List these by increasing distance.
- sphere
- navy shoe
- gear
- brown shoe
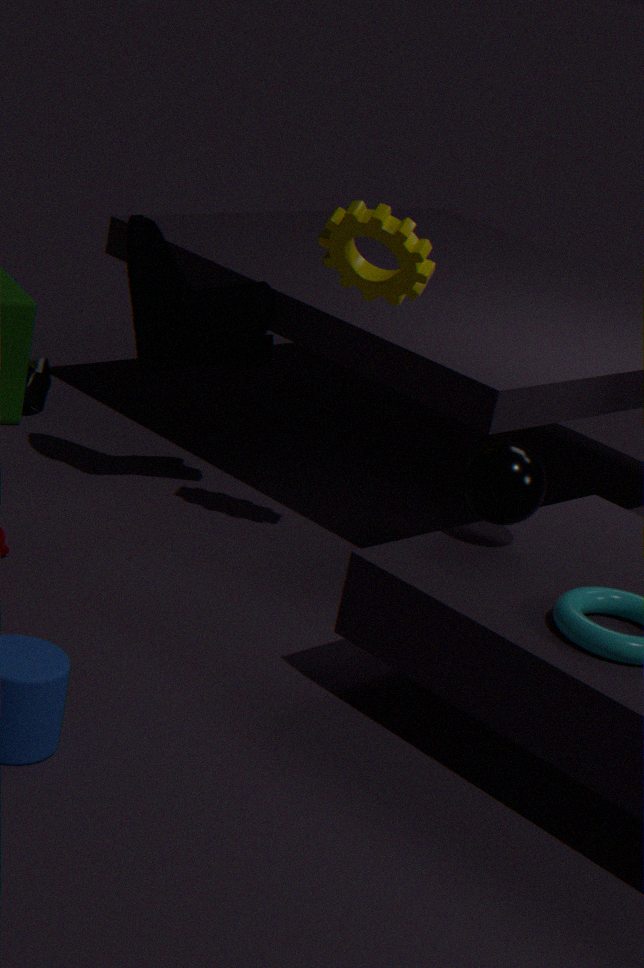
1. sphere
2. gear
3. navy shoe
4. brown shoe
